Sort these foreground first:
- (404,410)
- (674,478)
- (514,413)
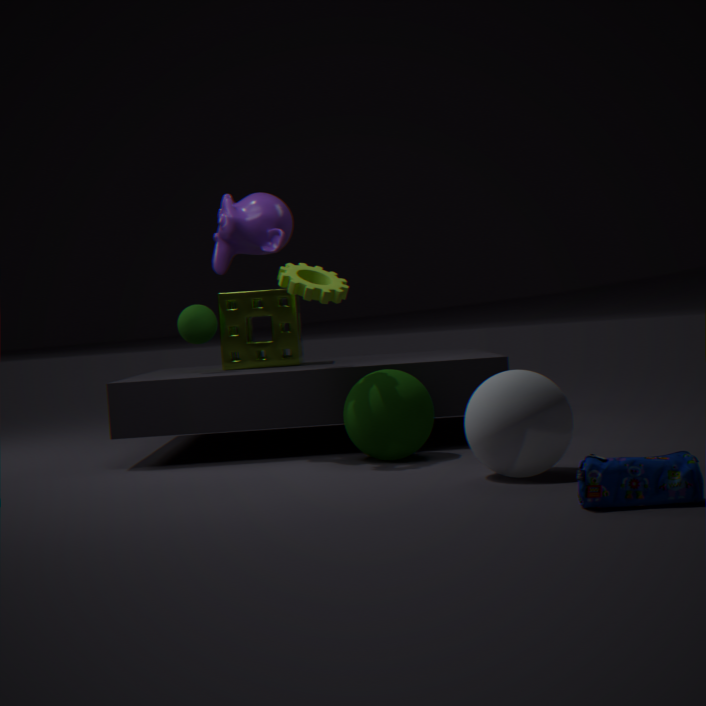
(674,478) → (514,413) → (404,410)
